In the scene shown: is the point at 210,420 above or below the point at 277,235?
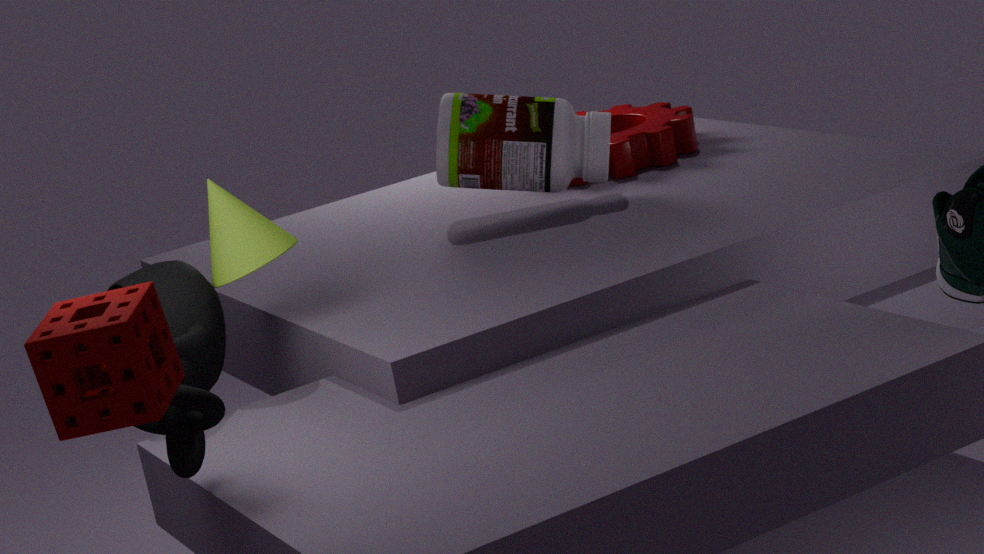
below
